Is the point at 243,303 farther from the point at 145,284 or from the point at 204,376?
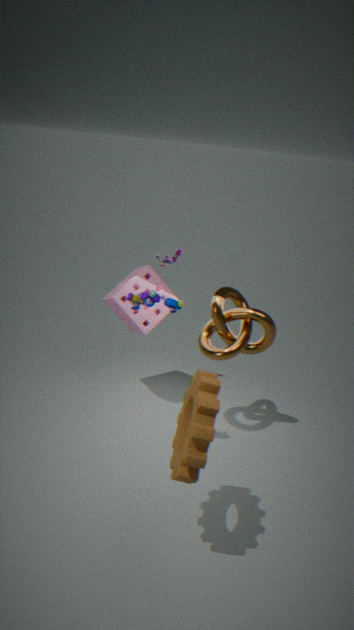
the point at 204,376
